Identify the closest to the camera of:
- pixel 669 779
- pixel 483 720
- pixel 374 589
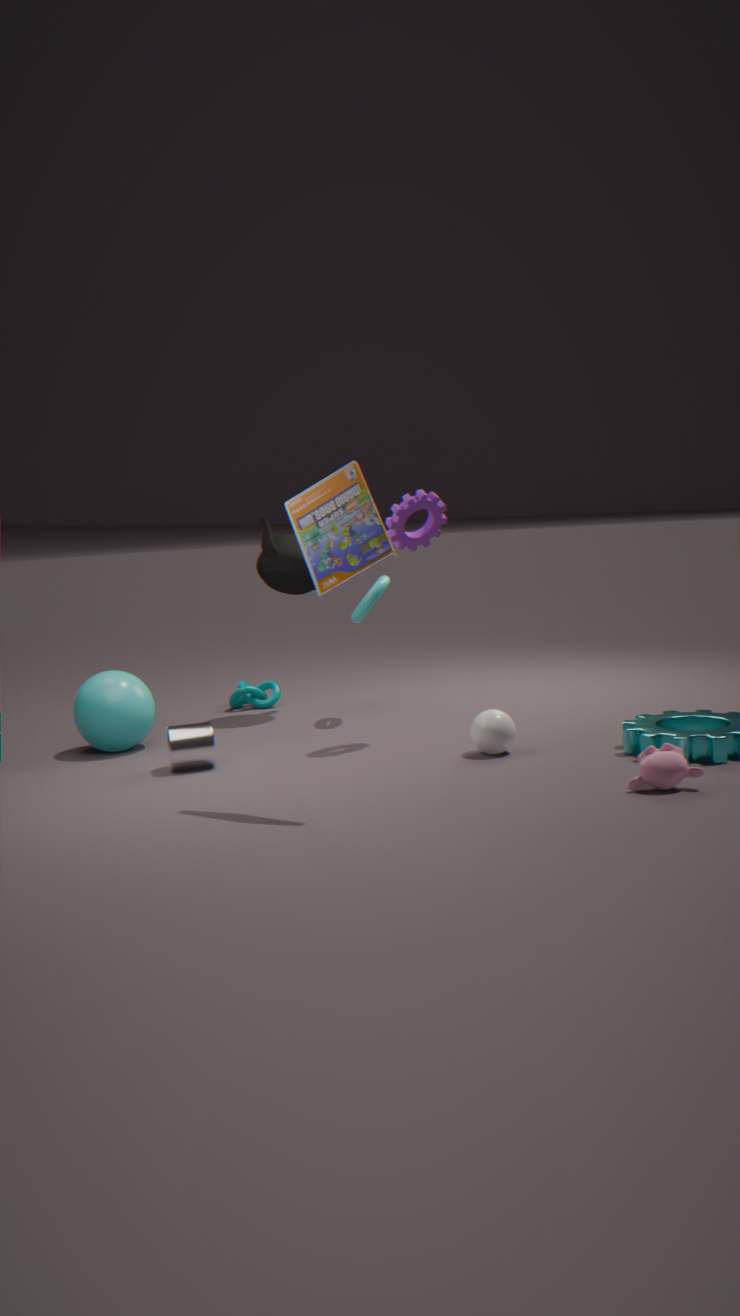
pixel 669 779
